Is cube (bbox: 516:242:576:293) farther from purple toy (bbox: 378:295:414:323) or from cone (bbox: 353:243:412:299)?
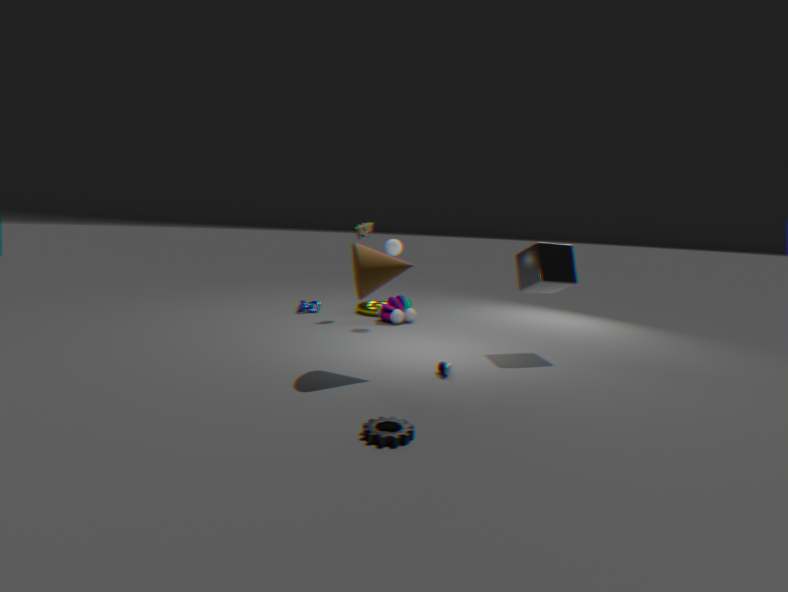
purple toy (bbox: 378:295:414:323)
